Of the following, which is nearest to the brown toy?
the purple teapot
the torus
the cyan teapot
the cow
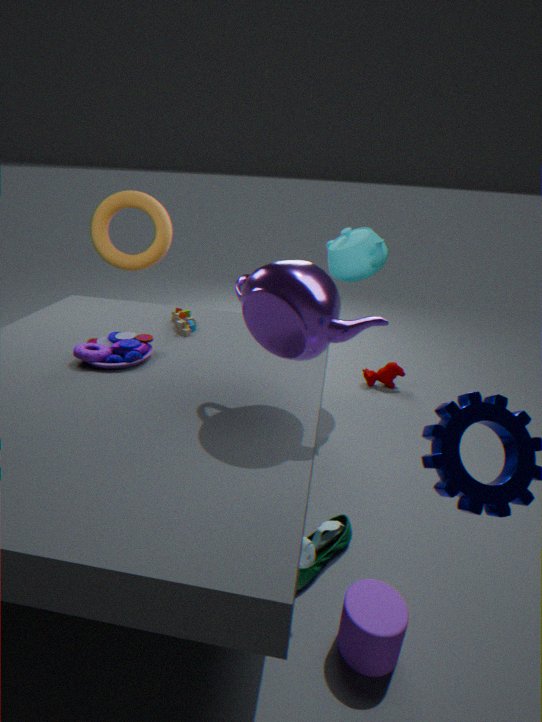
the purple teapot
